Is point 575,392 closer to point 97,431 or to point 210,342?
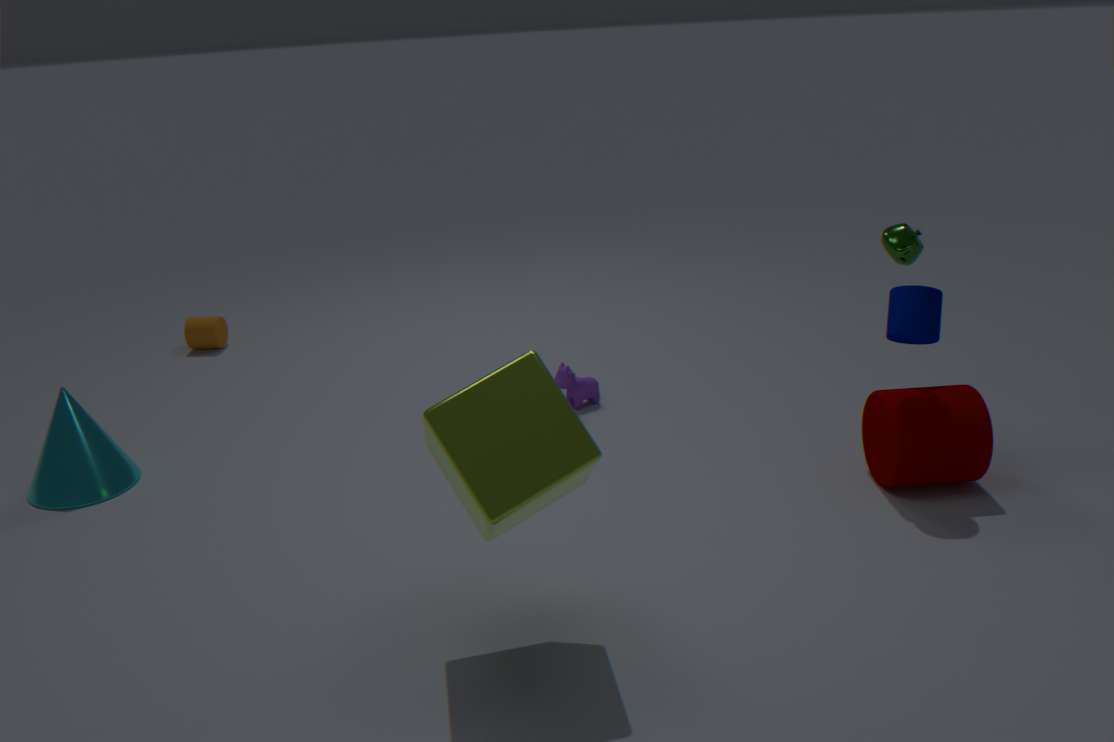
point 97,431
